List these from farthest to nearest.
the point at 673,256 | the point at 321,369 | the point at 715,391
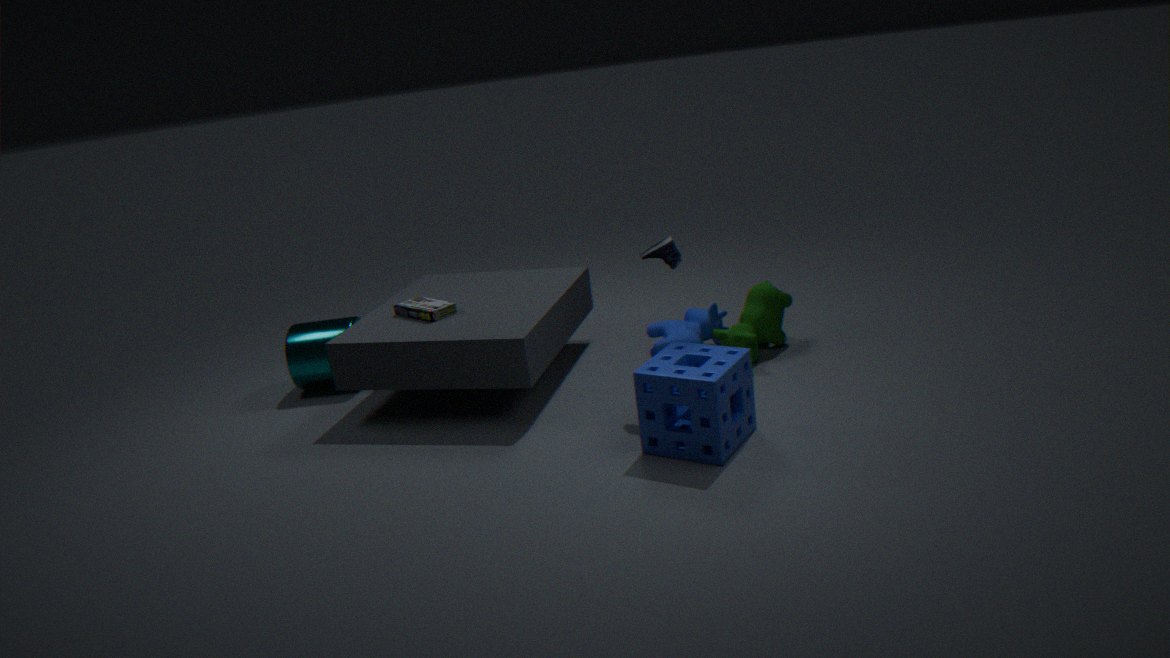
the point at 321,369 < the point at 673,256 < the point at 715,391
